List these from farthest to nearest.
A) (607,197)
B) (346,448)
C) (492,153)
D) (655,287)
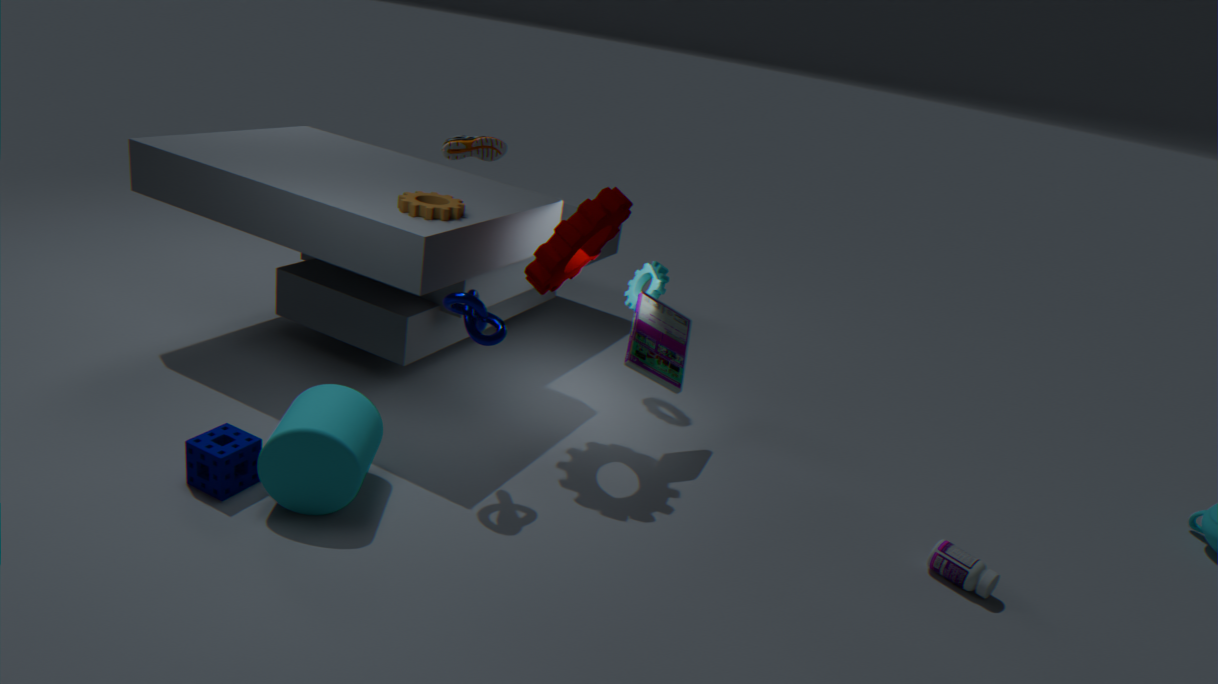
C. (492,153) → D. (655,287) → A. (607,197) → B. (346,448)
